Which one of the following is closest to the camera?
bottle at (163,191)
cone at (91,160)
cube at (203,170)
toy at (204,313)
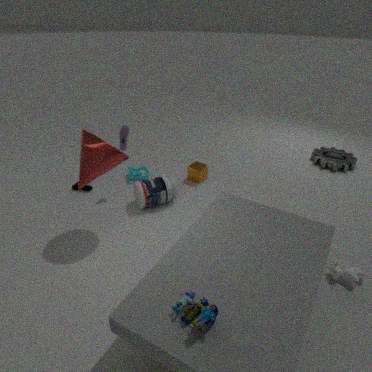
toy at (204,313)
